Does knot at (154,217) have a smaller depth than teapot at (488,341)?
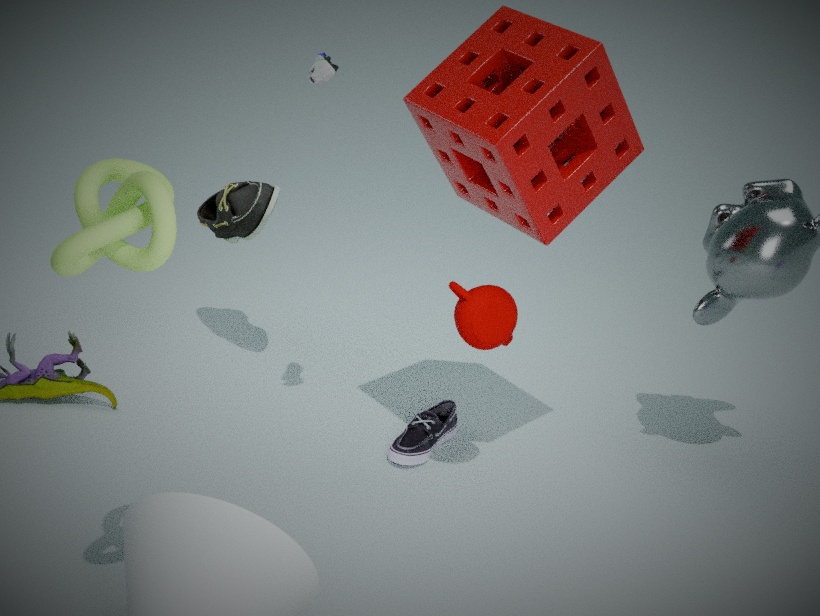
Yes
